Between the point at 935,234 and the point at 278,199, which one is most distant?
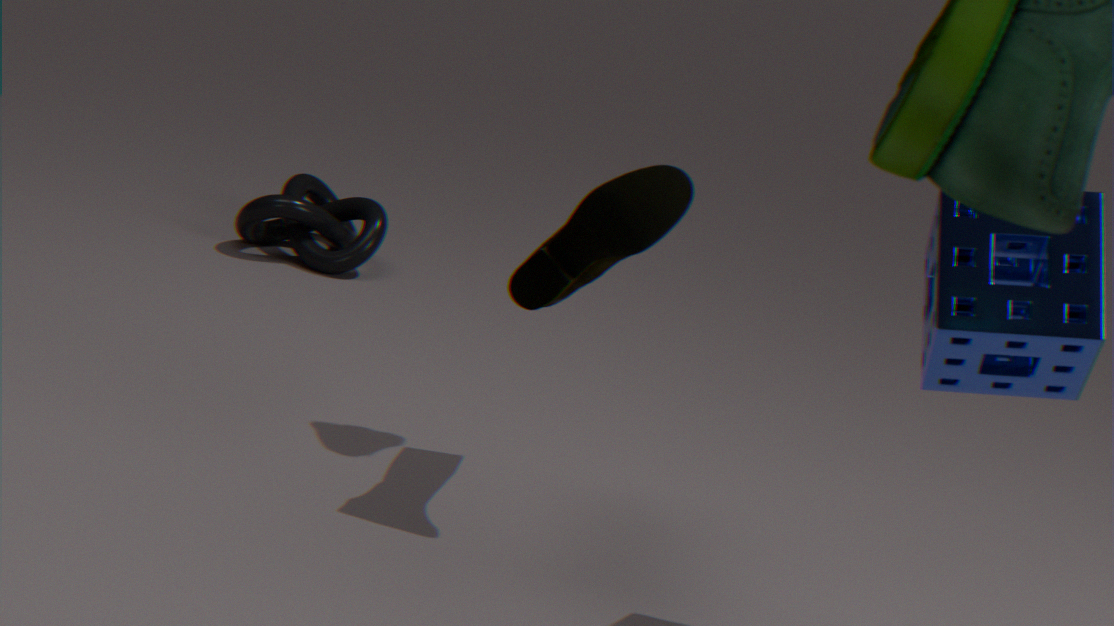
the point at 278,199
